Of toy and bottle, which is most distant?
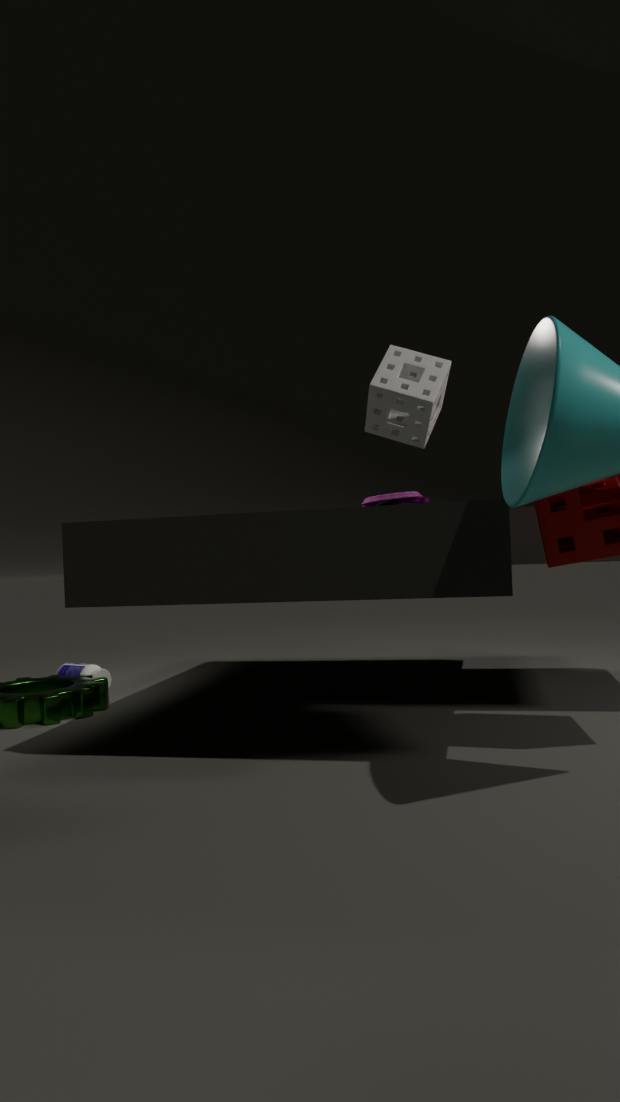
bottle
